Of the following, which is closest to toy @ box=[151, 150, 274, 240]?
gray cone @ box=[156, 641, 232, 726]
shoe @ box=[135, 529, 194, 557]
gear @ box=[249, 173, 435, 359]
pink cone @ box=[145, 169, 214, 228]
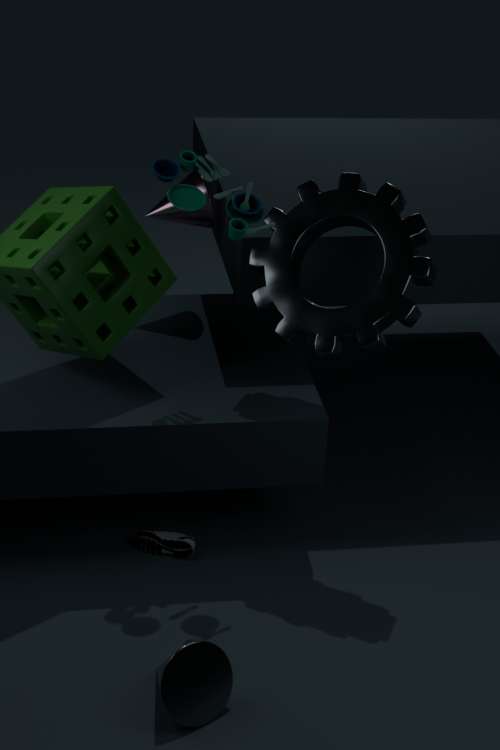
gear @ box=[249, 173, 435, 359]
